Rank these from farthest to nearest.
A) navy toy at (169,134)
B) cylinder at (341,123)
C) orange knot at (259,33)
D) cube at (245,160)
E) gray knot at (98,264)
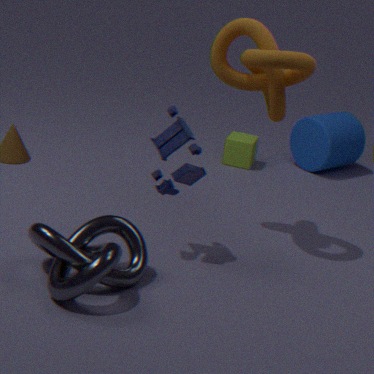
cube at (245,160) < cylinder at (341,123) < navy toy at (169,134) < orange knot at (259,33) < gray knot at (98,264)
